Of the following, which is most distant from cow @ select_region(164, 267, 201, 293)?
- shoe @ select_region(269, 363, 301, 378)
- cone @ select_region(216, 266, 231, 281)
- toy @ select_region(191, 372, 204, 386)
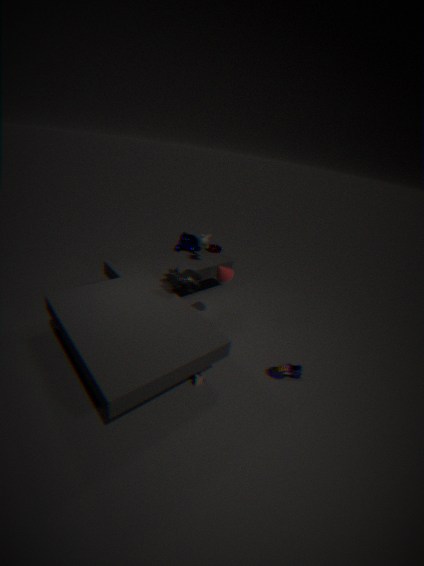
shoe @ select_region(269, 363, 301, 378)
